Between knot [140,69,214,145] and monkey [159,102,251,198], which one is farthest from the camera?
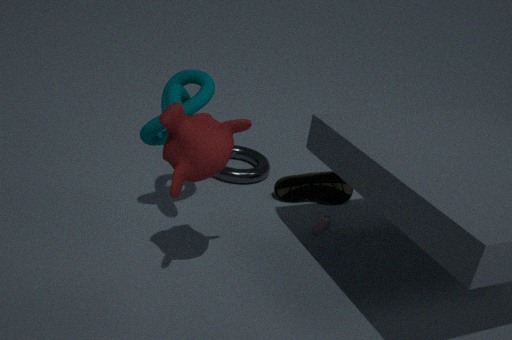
knot [140,69,214,145]
